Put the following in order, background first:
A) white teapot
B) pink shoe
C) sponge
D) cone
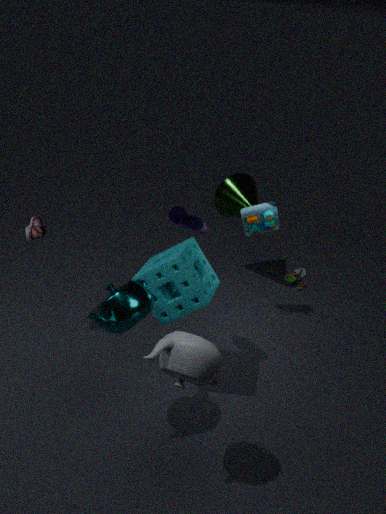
cone → pink shoe → sponge → white teapot
